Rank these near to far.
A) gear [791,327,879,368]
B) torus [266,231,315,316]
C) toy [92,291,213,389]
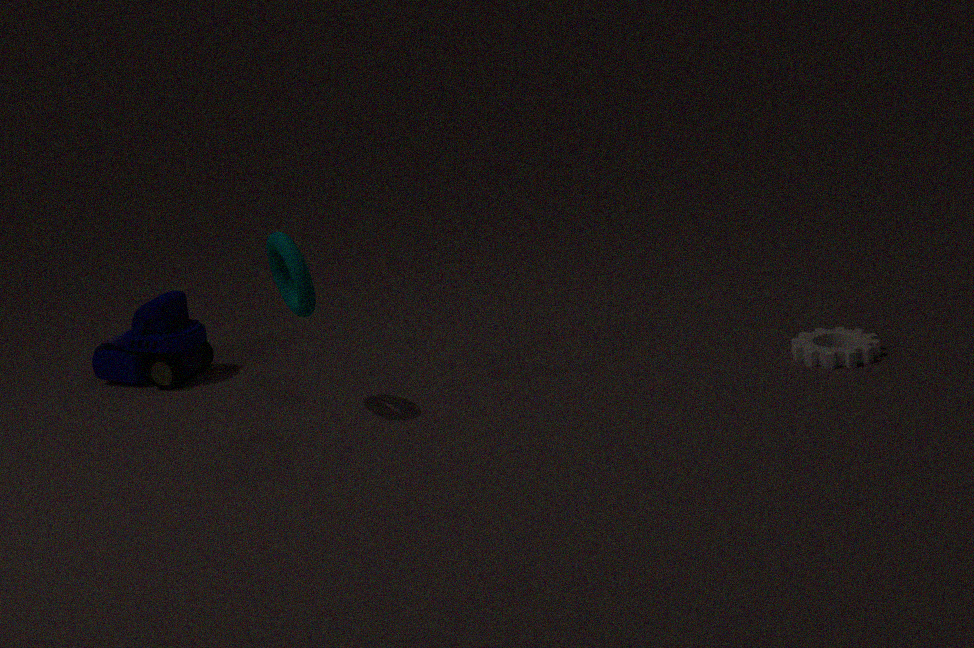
1. torus [266,231,315,316]
2. gear [791,327,879,368]
3. toy [92,291,213,389]
